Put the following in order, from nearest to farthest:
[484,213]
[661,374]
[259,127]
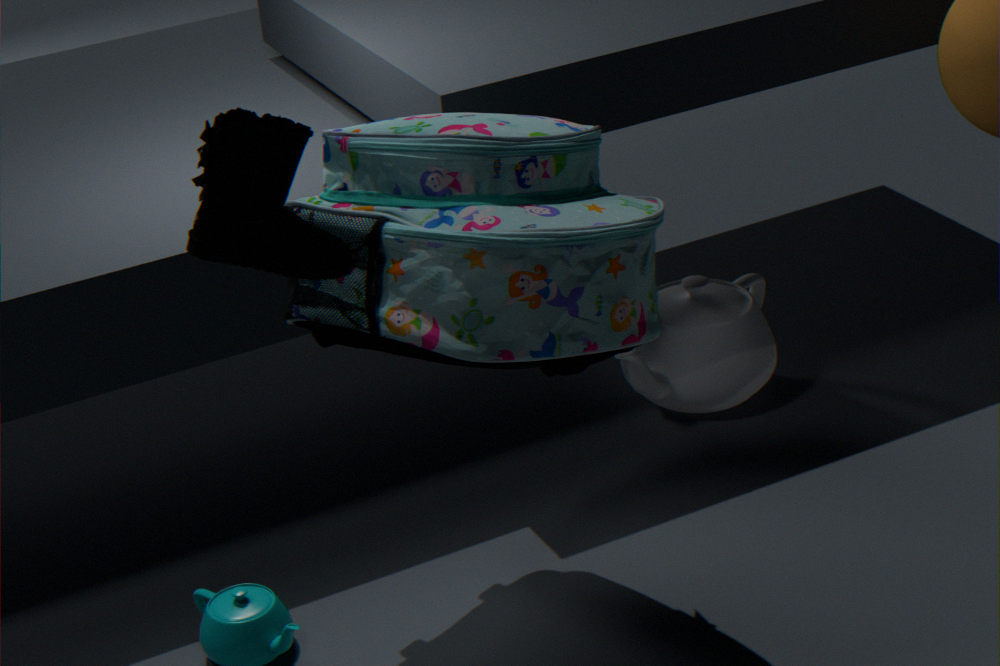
1. [259,127]
2. [484,213]
3. [661,374]
